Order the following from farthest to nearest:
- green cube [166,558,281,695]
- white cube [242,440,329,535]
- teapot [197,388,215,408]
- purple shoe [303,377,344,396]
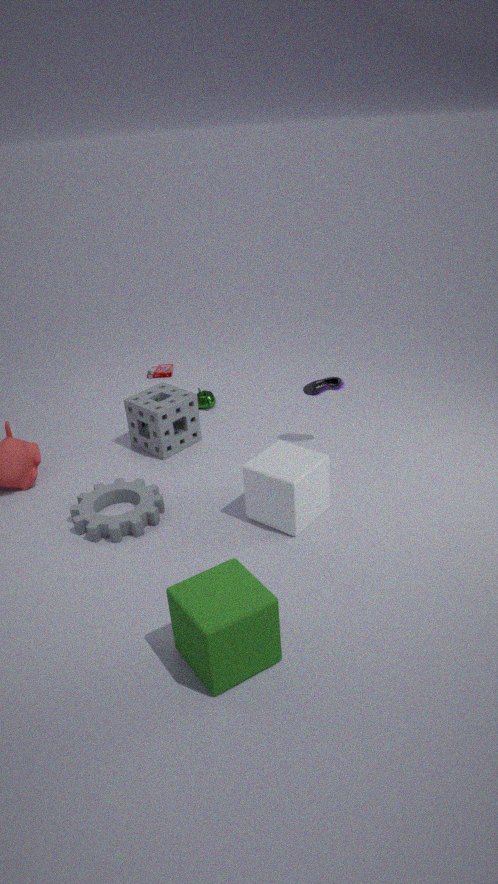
teapot [197,388,215,408], purple shoe [303,377,344,396], white cube [242,440,329,535], green cube [166,558,281,695]
